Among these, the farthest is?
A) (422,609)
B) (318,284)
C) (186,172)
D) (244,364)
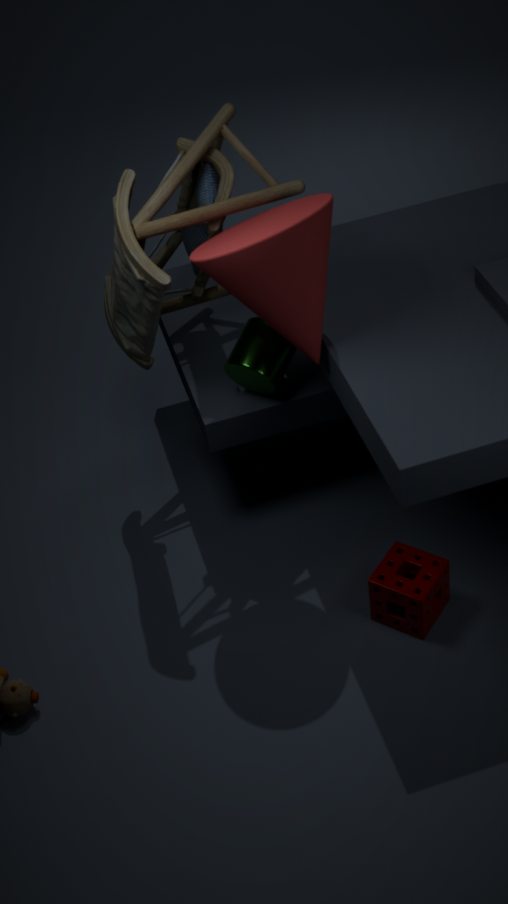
(244,364)
